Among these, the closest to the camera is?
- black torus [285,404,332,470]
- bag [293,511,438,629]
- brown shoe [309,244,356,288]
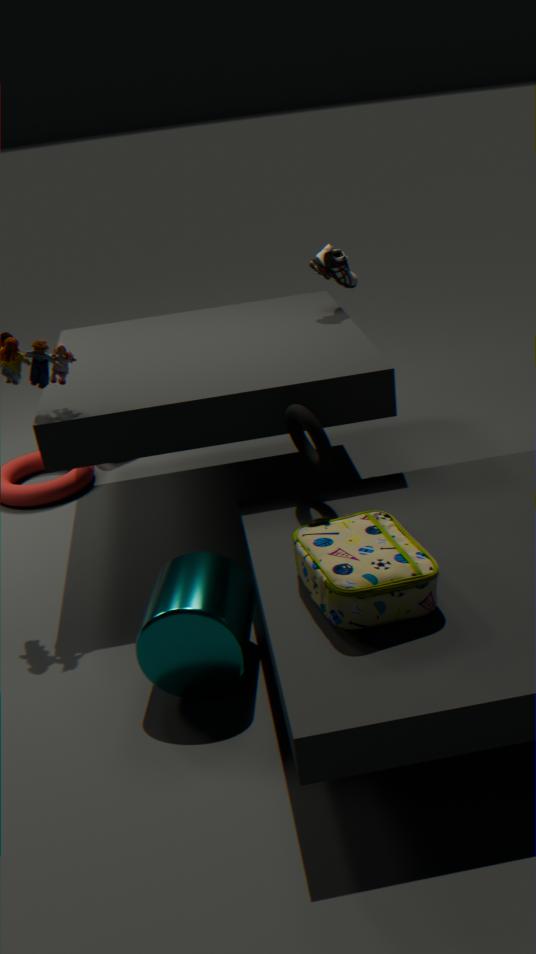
bag [293,511,438,629]
